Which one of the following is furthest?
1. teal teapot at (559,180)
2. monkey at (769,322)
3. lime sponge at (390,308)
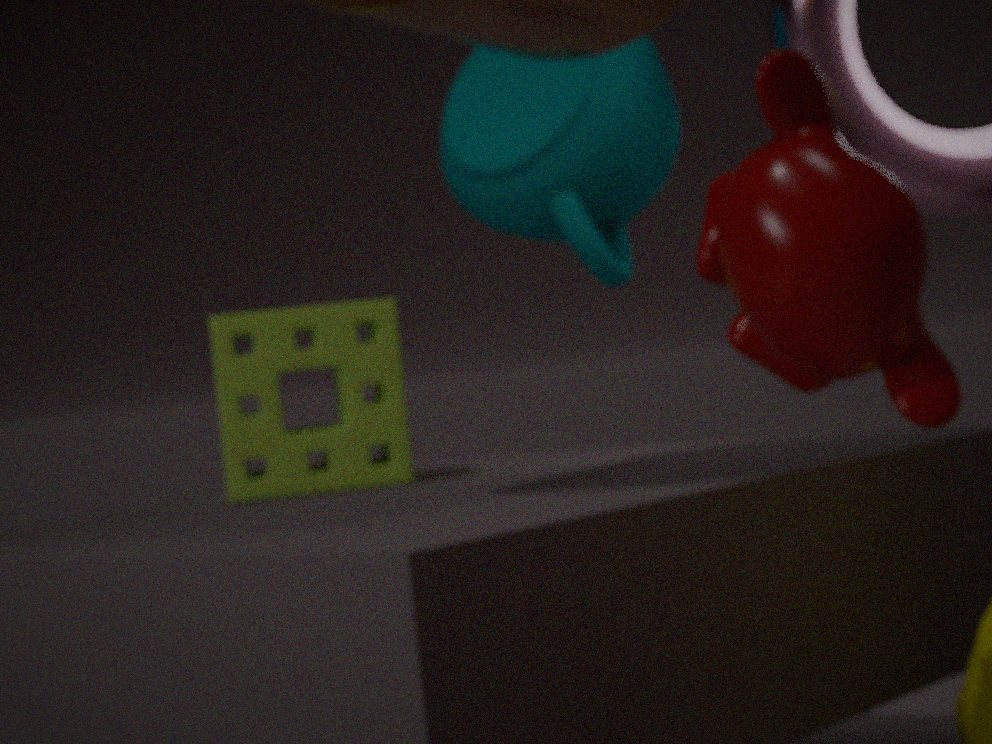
teal teapot at (559,180)
